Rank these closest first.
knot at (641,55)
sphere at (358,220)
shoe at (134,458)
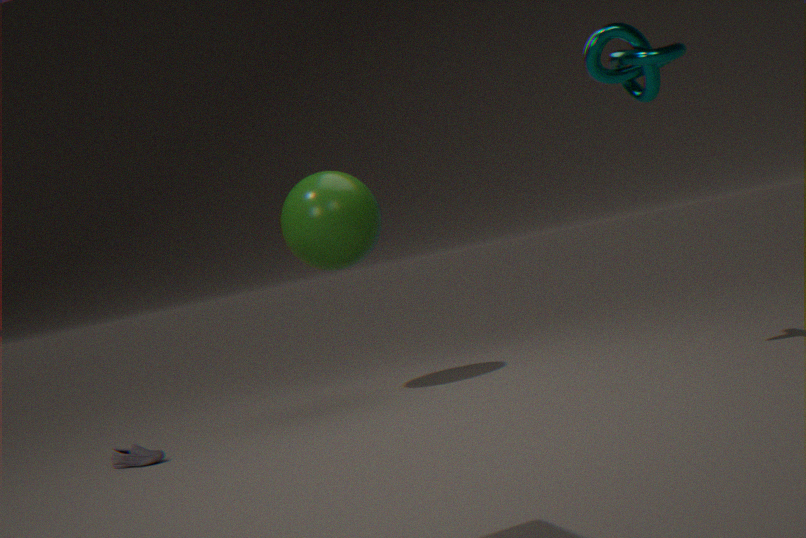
1. knot at (641,55)
2. shoe at (134,458)
3. sphere at (358,220)
